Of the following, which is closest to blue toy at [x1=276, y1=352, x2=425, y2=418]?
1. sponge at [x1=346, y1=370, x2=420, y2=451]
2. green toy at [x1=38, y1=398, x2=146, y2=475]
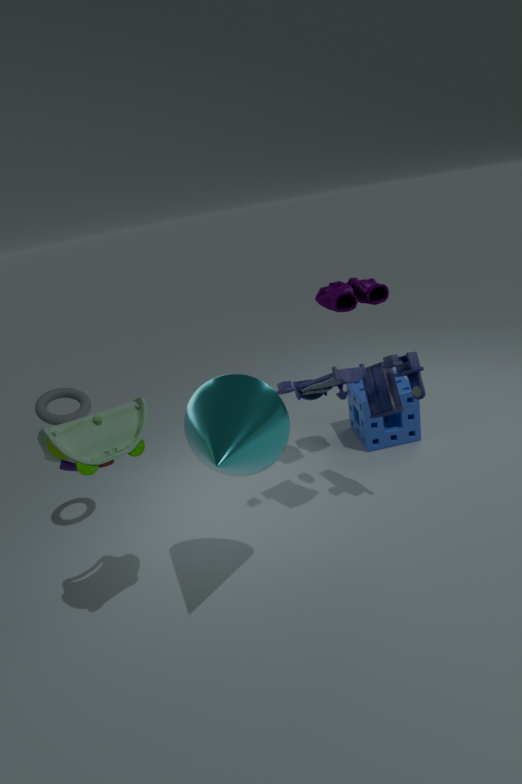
sponge at [x1=346, y1=370, x2=420, y2=451]
